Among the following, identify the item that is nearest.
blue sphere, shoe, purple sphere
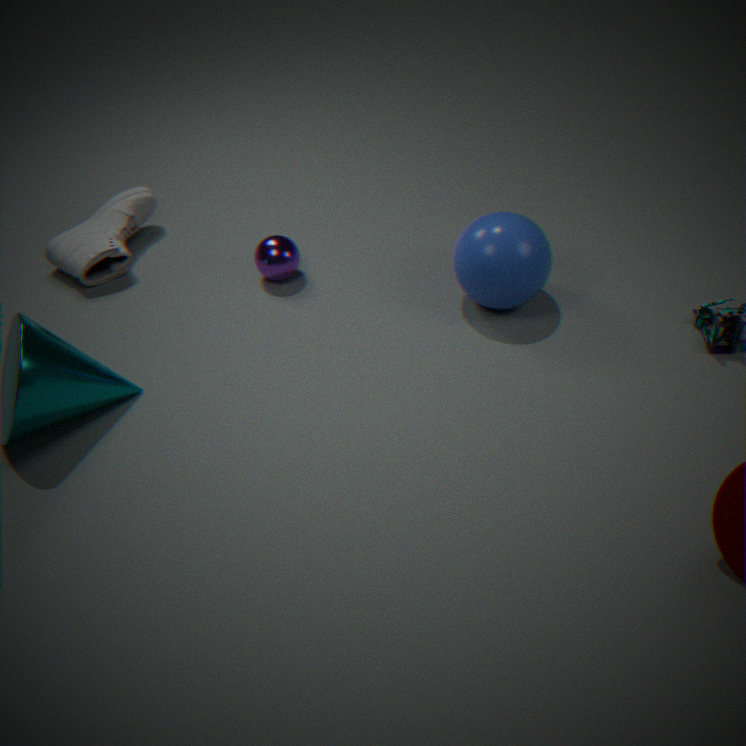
blue sphere
